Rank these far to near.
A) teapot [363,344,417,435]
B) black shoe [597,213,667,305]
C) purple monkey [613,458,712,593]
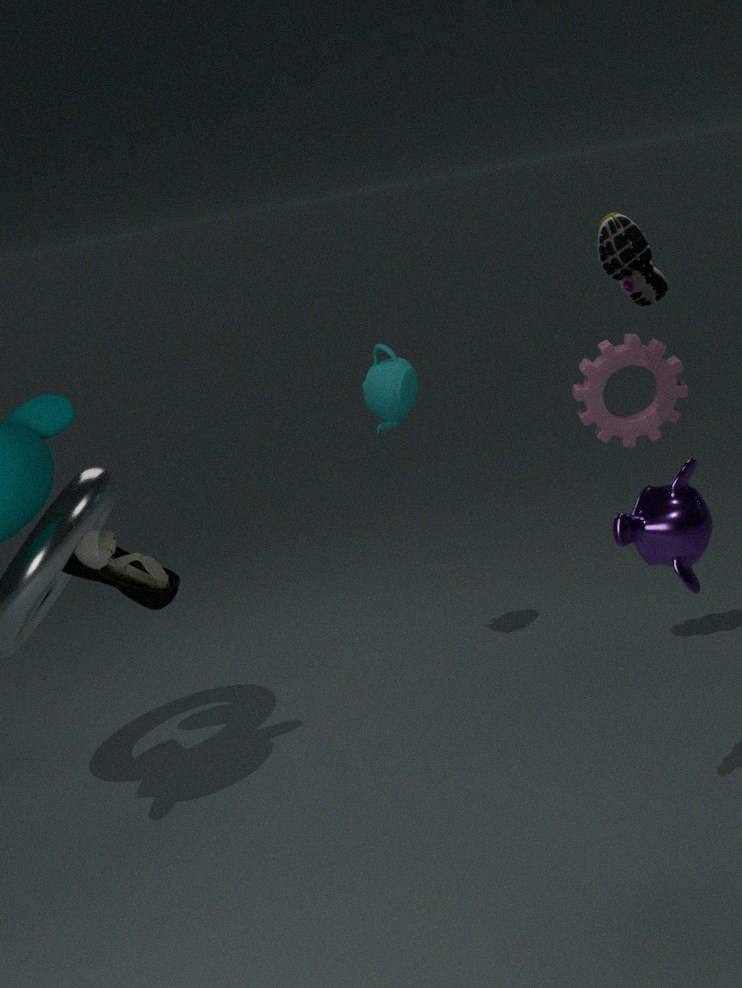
teapot [363,344,417,435], black shoe [597,213,667,305], purple monkey [613,458,712,593]
